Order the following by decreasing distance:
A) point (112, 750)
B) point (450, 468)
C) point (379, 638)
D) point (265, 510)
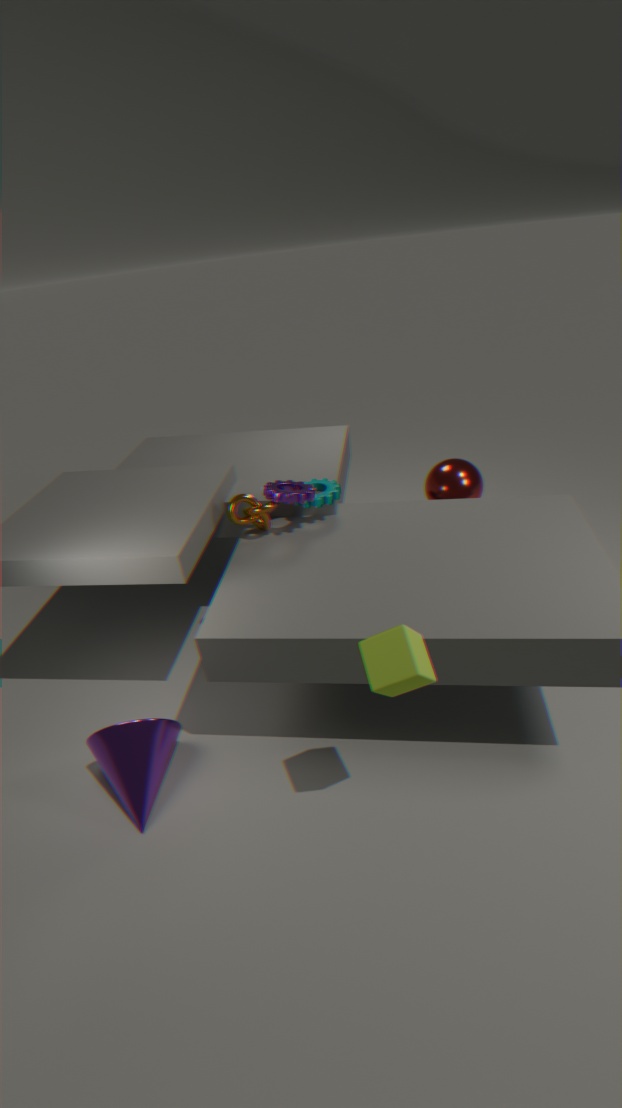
point (450, 468), point (265, 510), point (112, 750), point (379, 638)
